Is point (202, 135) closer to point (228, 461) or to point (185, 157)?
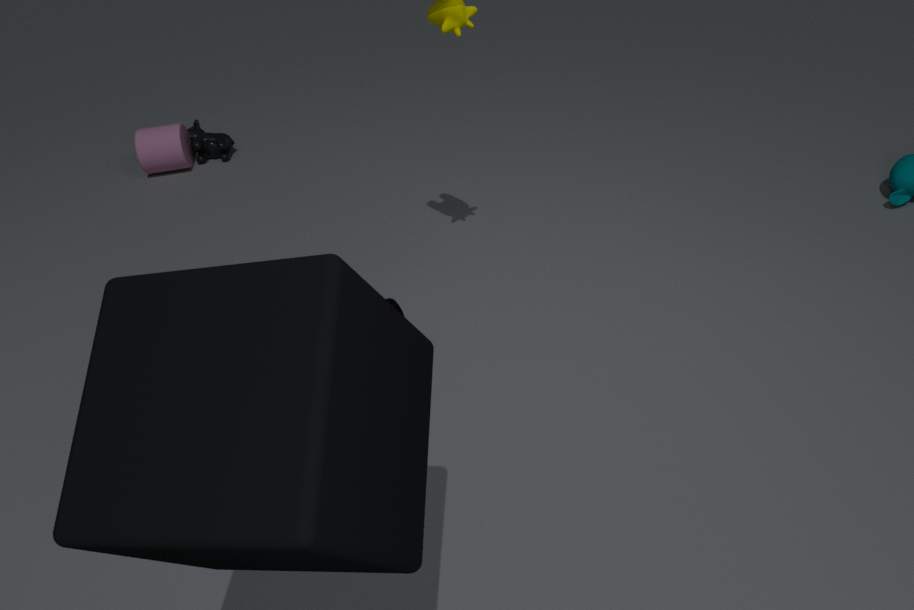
point (185, 157)
